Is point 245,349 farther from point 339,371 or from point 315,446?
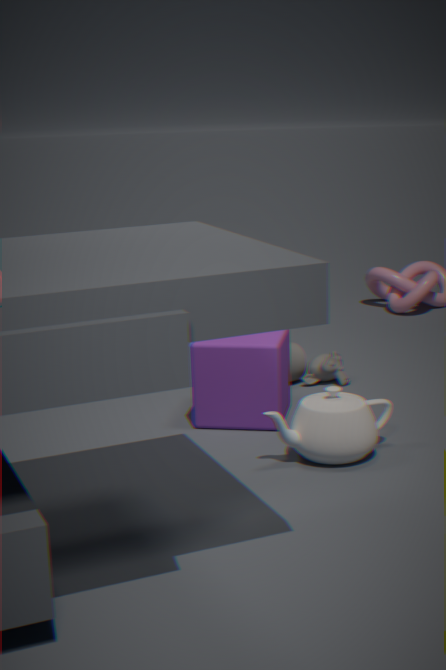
point 339,371
